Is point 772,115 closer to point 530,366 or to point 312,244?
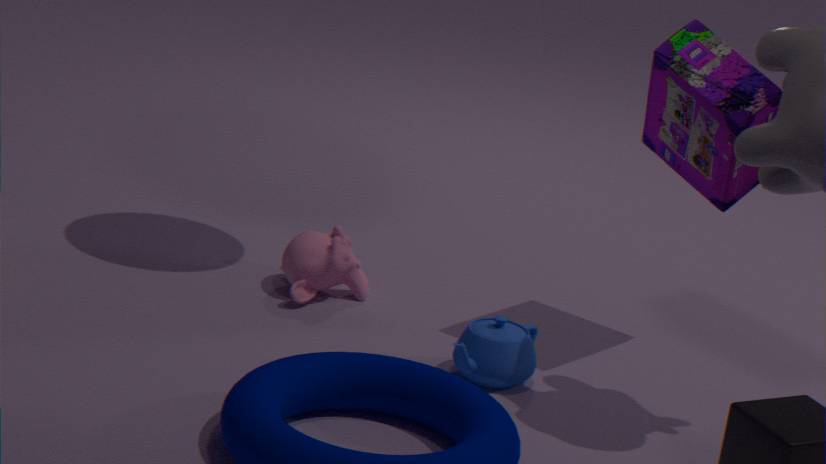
point 530,366
